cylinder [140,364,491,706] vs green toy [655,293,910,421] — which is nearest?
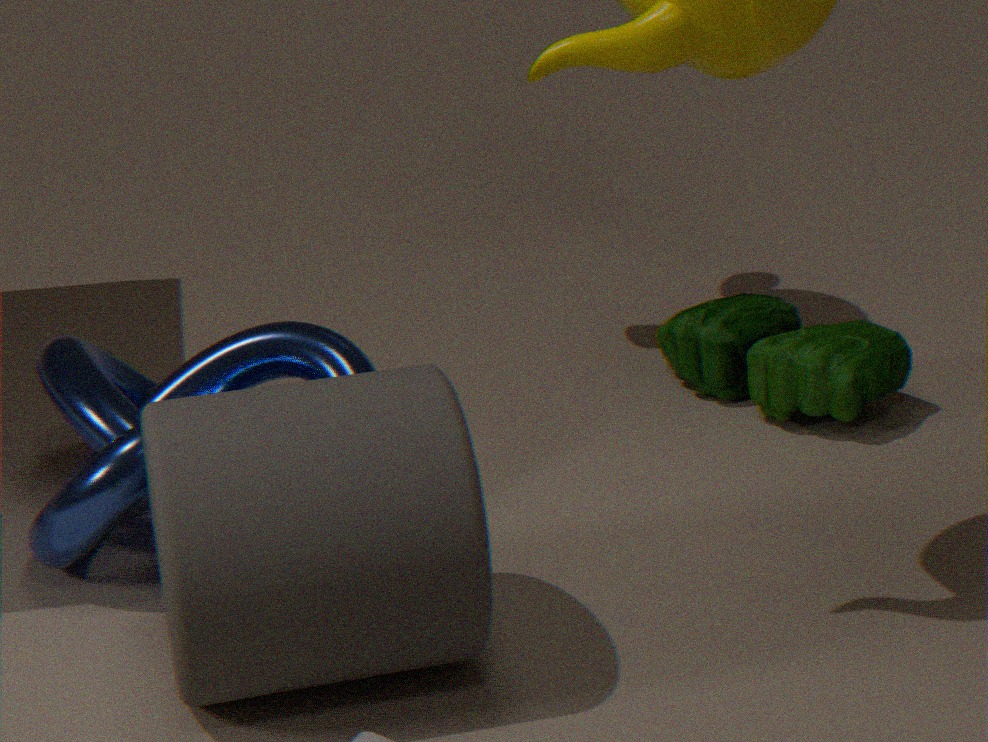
cylinder [140,364,491,706]
